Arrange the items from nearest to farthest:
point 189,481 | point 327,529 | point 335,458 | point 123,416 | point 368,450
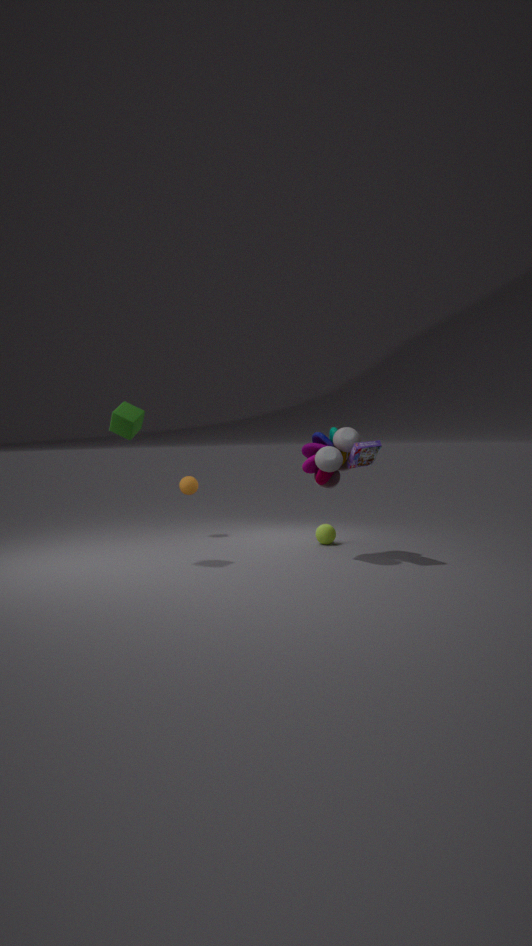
point 123,416 → point 368,450 → point 335,458 → point 327,529 → point 189,481
